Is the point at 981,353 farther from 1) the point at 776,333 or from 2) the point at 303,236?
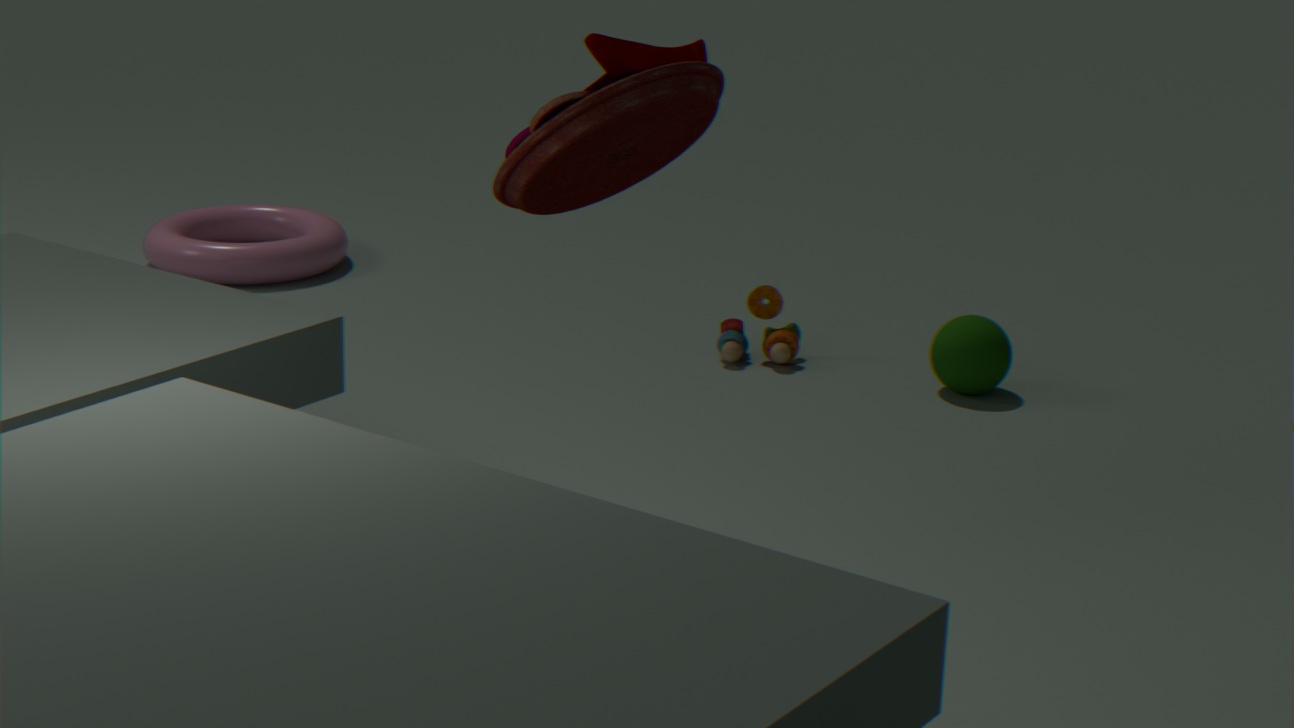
2) the point at 303,236
